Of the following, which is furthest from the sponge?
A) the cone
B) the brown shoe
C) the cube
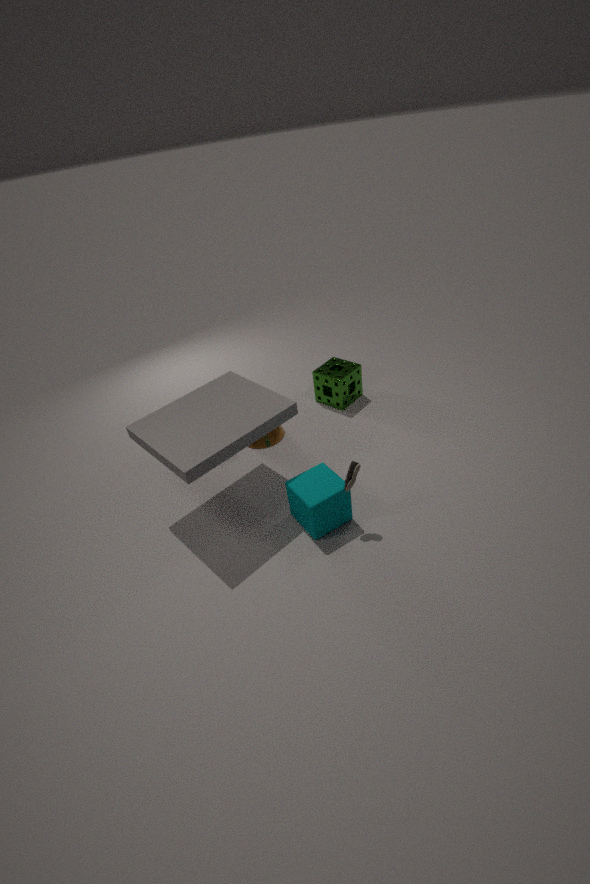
the brown shoe
